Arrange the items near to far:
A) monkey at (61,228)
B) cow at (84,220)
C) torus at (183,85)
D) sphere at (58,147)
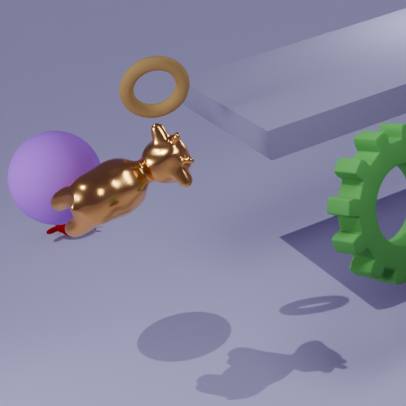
cow at (84,220), sphere at (58,147), torus at (183,85), monkey at (61,228)
